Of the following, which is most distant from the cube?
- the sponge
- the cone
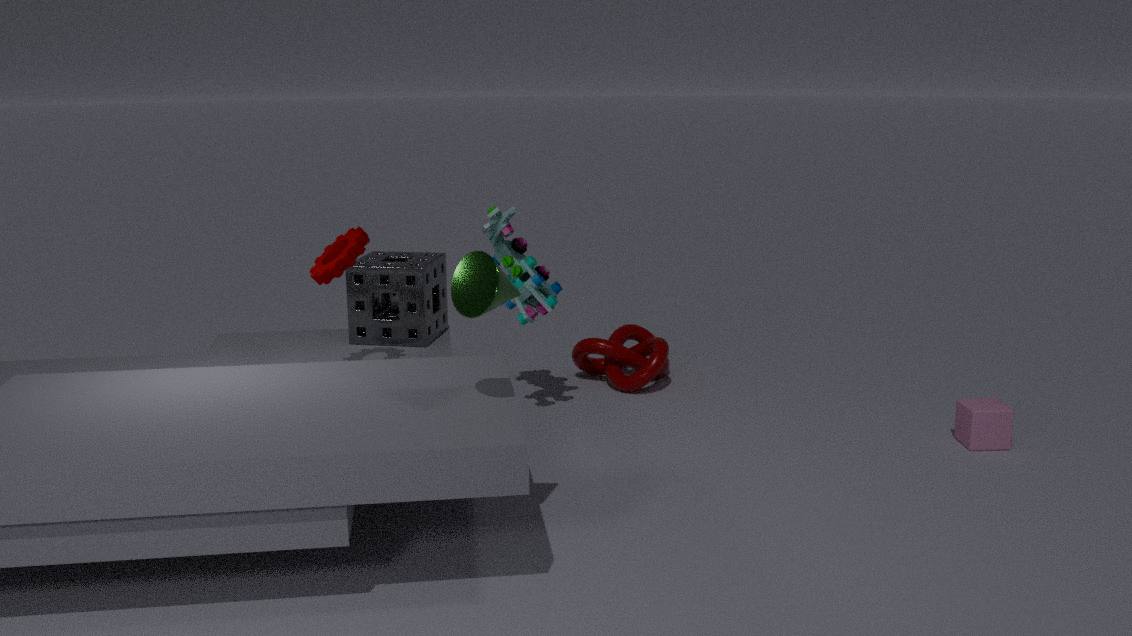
the sponge
